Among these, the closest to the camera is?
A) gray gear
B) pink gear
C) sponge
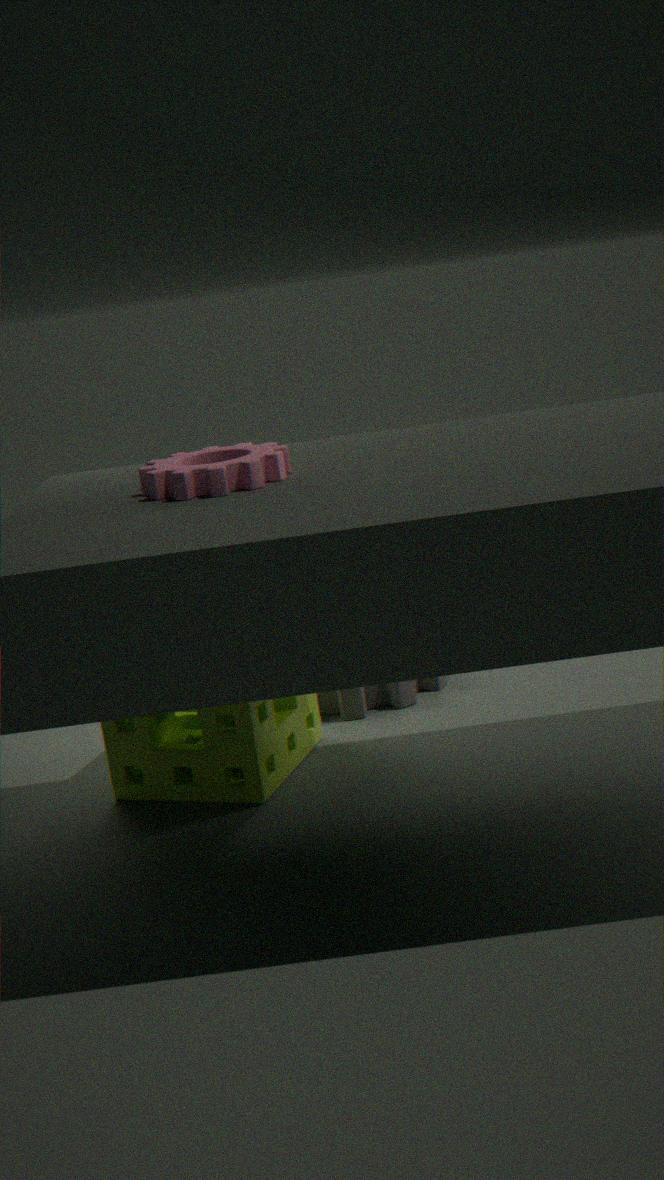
pink gear
